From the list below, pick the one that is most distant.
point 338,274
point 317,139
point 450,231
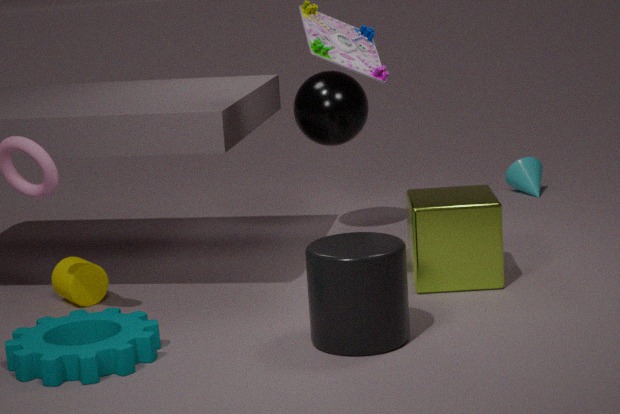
point 317,139
